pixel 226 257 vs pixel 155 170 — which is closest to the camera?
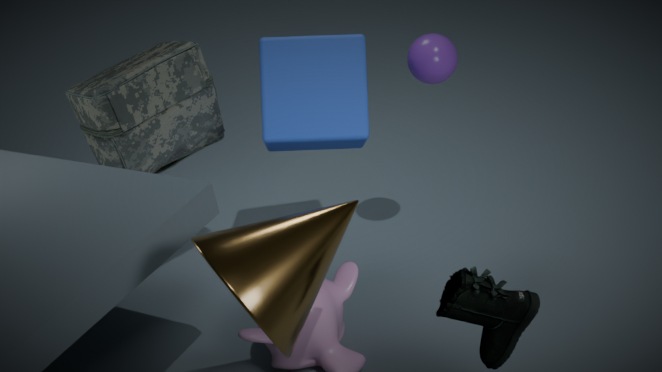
pixel 226 257
